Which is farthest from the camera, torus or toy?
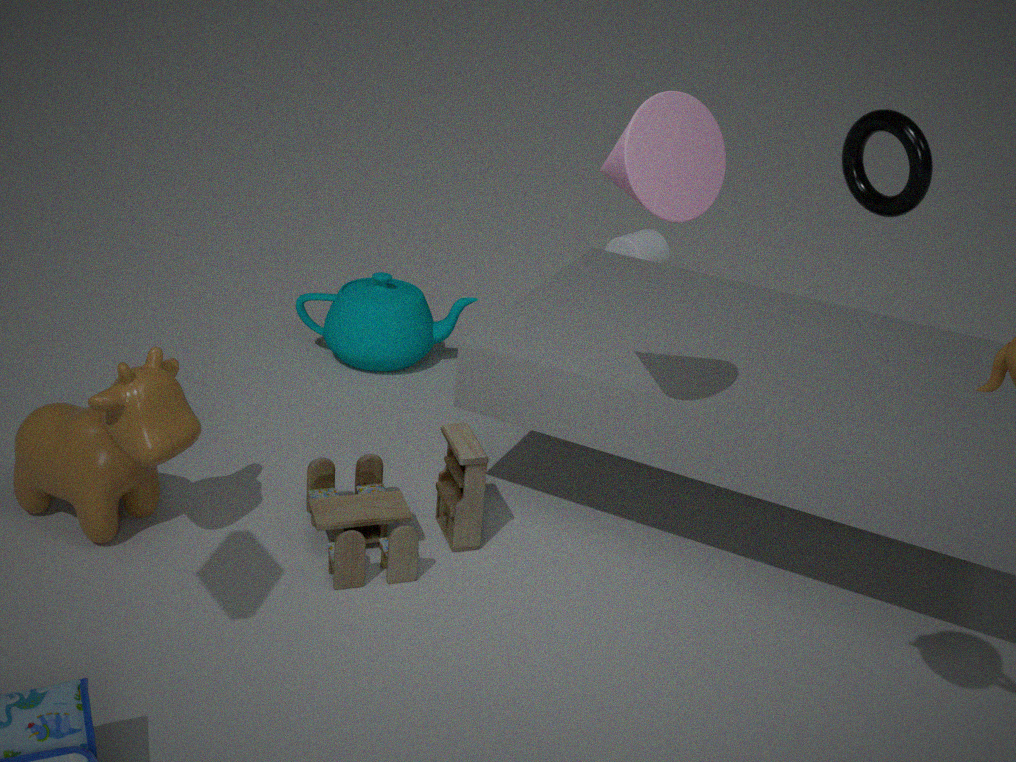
torus
